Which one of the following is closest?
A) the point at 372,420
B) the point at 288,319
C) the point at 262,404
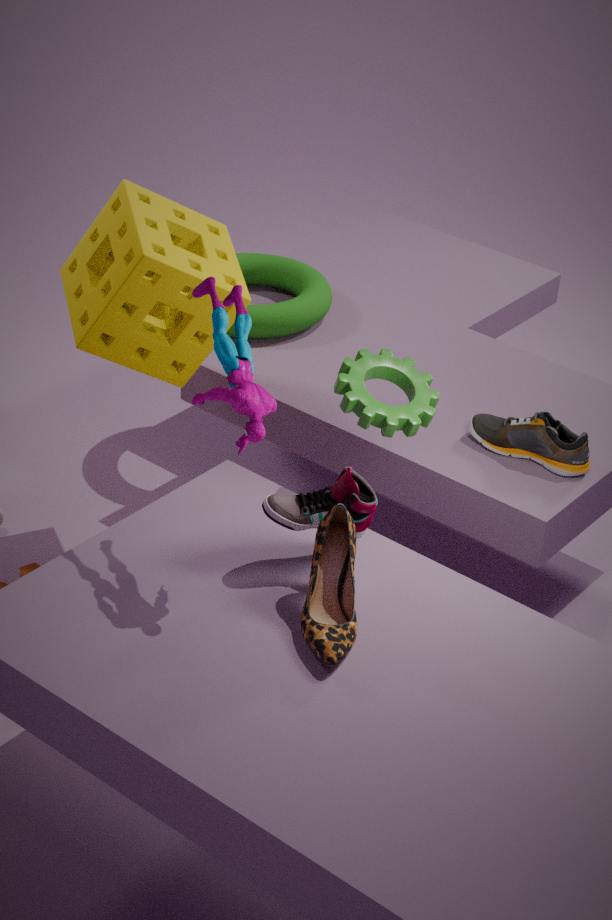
the point at 262,404
